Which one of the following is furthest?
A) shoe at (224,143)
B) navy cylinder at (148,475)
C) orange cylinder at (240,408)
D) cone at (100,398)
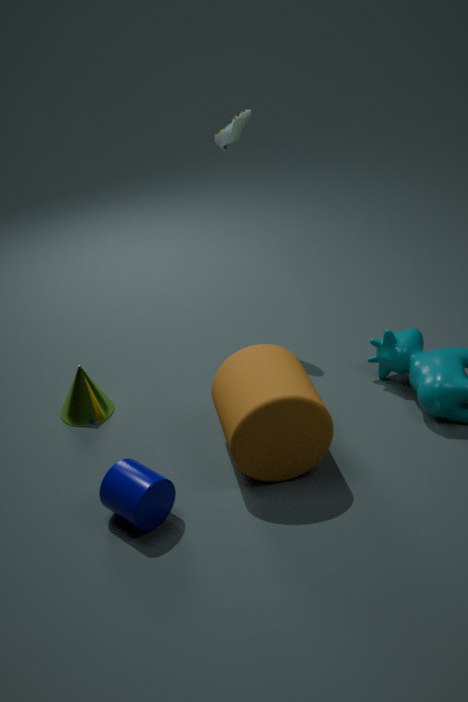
shoe at (224,143)
